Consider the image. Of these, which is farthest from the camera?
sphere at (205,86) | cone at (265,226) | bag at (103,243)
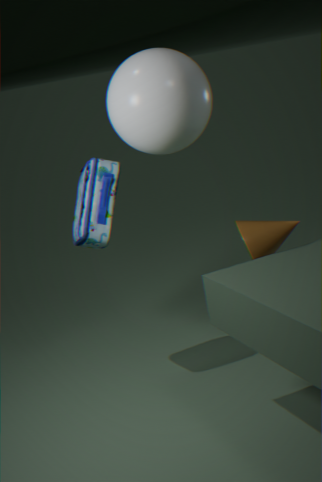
cone at (265,226)
